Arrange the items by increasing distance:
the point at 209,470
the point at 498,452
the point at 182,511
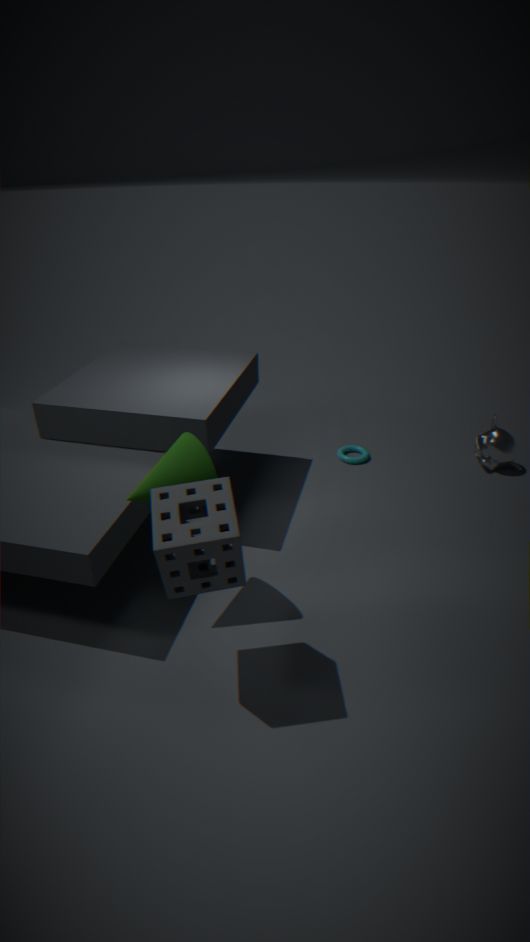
the point at 182,511
the point at 209,470
the point at 498,452
